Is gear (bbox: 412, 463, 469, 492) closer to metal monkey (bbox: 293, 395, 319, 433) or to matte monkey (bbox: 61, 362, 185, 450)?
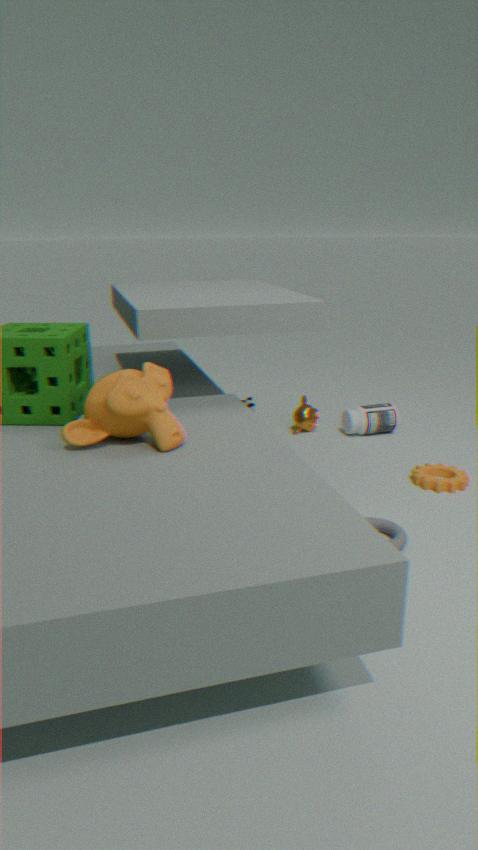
metal monkey (bbox: 293, 395, 319, 433)
